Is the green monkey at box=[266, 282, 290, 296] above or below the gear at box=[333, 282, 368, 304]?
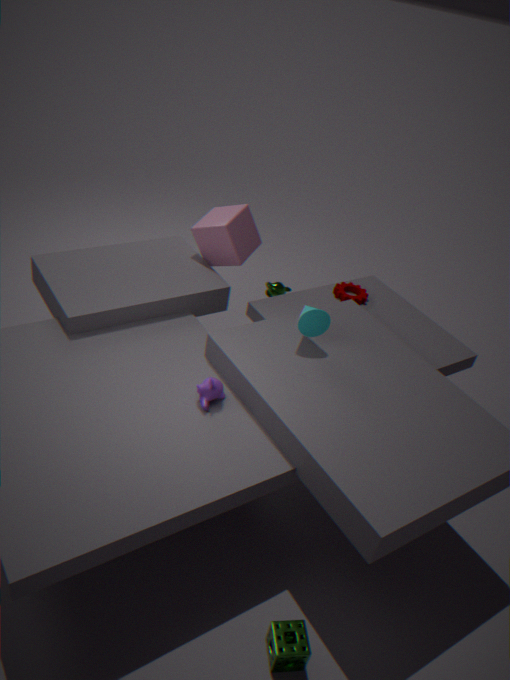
below
